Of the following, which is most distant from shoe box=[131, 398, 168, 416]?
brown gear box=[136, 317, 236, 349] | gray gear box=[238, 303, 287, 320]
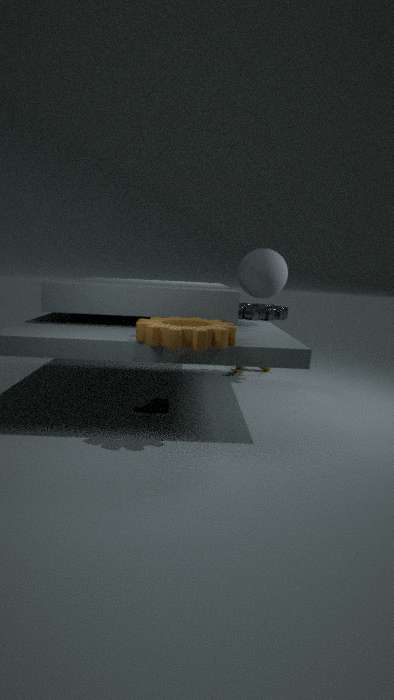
gray gear box=[238, 303, 287, 320]
